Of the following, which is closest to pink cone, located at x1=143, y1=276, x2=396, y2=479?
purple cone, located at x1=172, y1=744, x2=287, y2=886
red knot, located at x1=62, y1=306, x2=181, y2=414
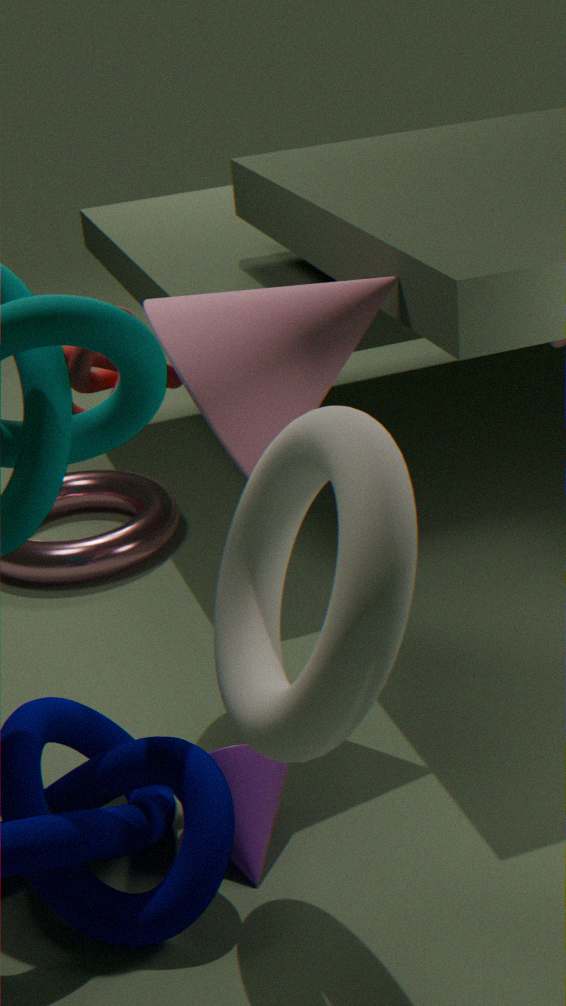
red knot, located at x1=62, y1=306, x2=181, y2=414
